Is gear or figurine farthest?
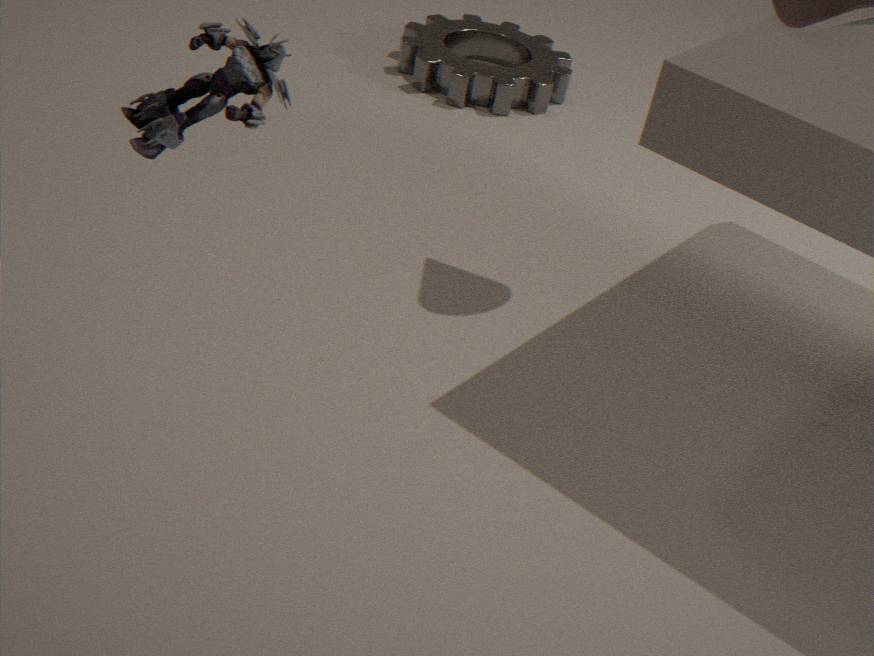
gear
